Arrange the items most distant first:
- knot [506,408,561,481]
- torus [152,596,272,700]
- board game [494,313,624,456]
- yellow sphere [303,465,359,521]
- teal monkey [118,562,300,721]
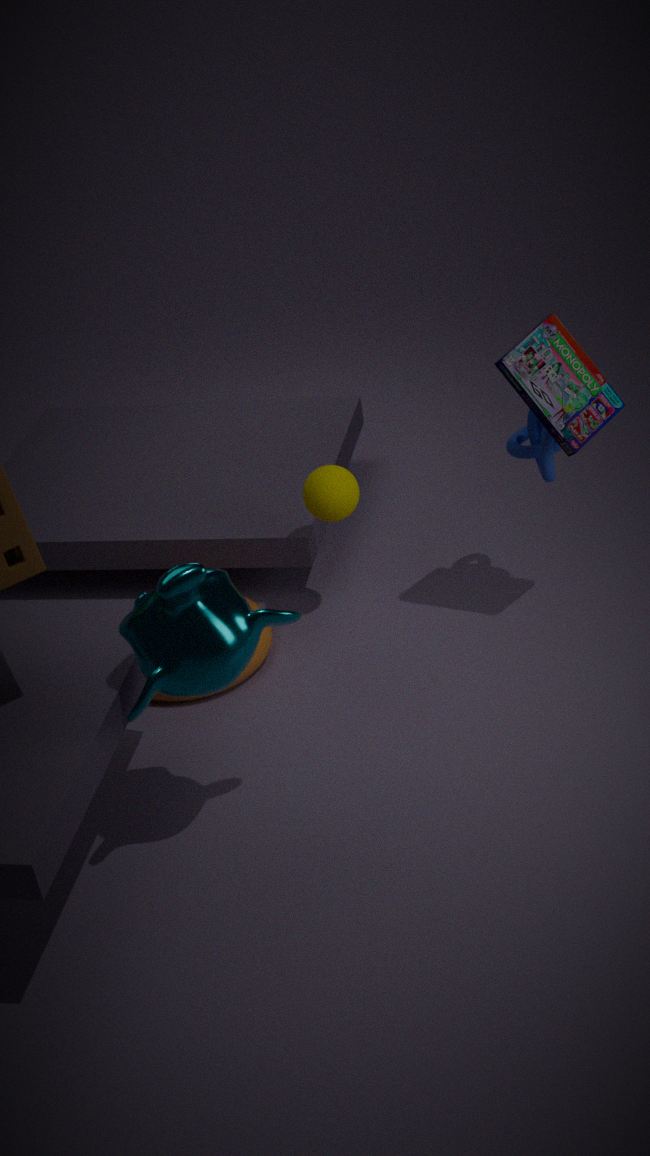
yellow sphere [303,465,359,521] < torus [152,596,272,700] < knot [506,408,561,481] < board game [494,313,624,456] < teal monkey [118,562,300,721]
